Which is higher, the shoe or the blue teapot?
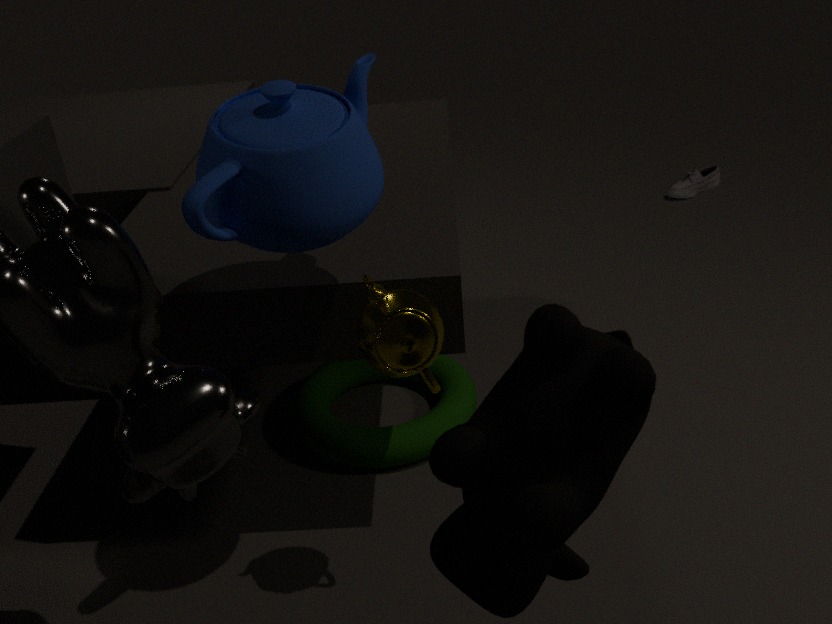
the blue teapot
